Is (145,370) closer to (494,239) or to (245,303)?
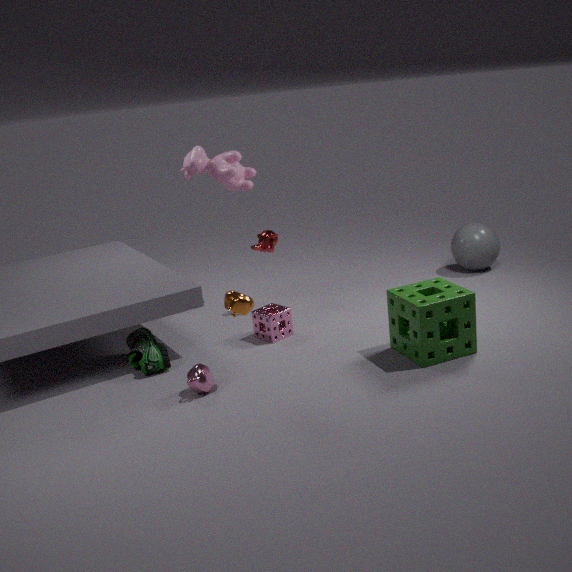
(245,303)
